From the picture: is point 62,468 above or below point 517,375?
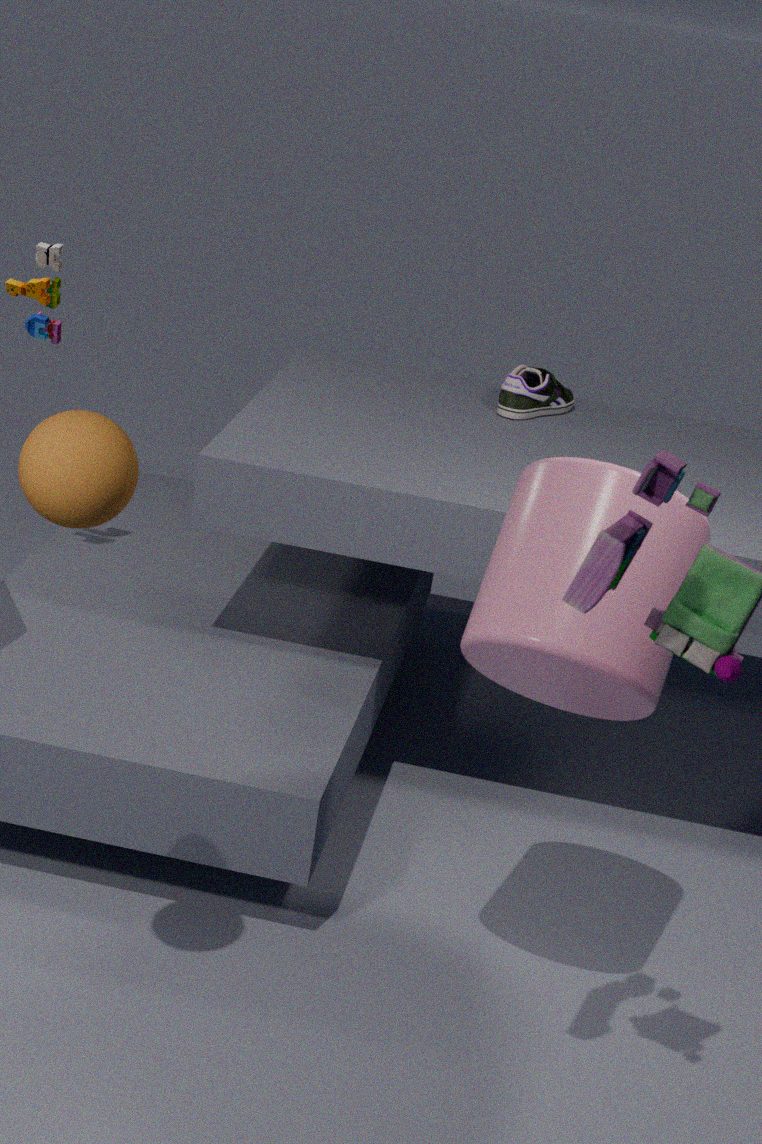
above
